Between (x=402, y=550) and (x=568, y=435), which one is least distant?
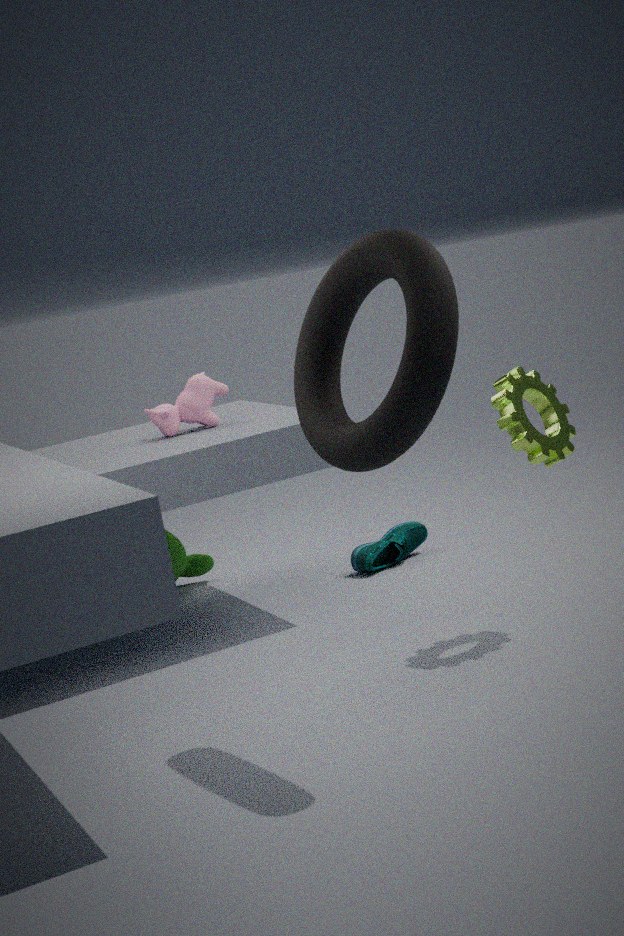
(x=568, y=435)
